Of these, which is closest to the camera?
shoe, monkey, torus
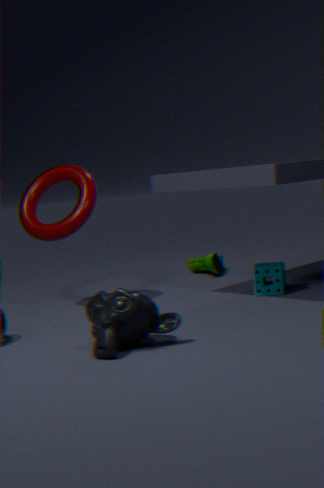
monkey
